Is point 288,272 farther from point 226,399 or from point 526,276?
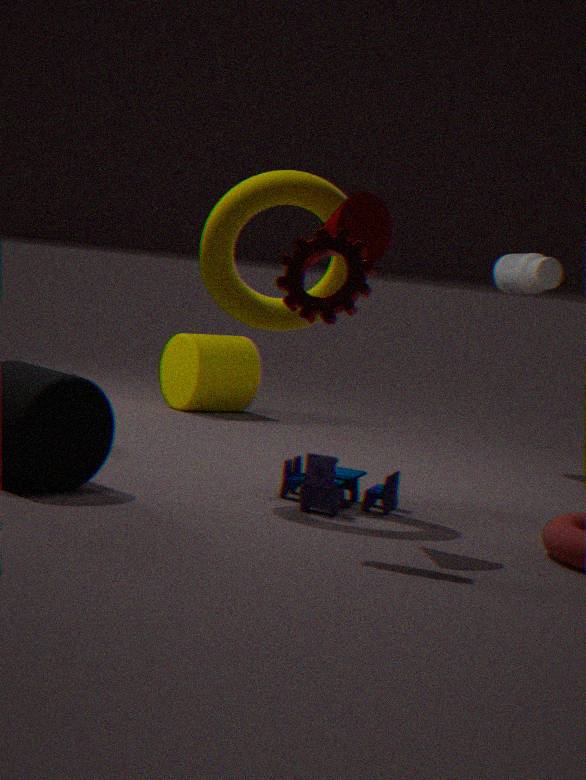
point 226,399
